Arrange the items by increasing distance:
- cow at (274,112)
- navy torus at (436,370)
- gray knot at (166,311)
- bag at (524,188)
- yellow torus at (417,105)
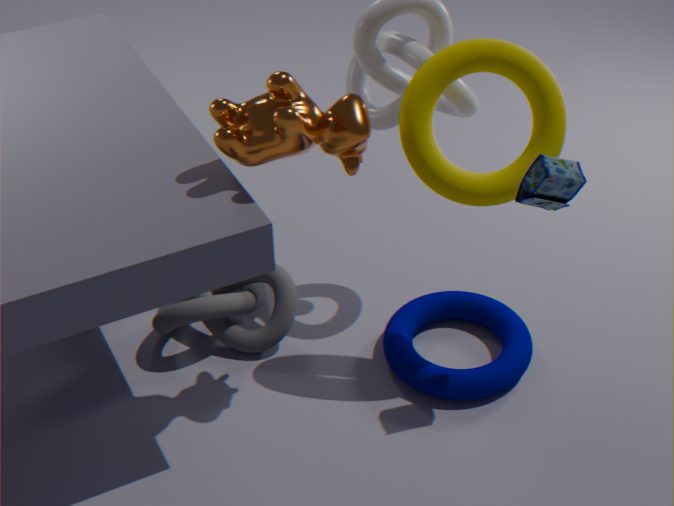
cow at (274,112)
bag at (524,188)
yellow torus at (417,105)
navy torus at (436,370)
gray knot at (166,311)
